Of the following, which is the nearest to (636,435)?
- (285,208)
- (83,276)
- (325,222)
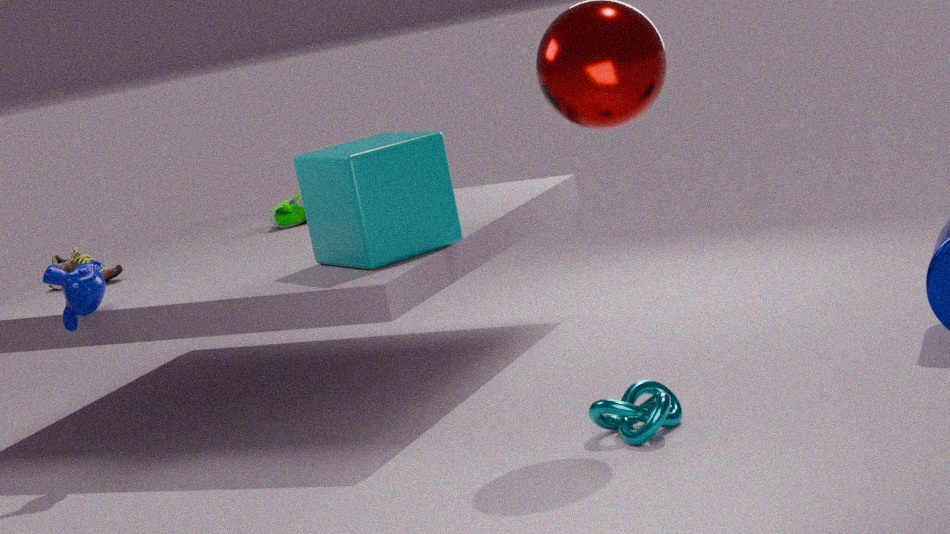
(325,222)
